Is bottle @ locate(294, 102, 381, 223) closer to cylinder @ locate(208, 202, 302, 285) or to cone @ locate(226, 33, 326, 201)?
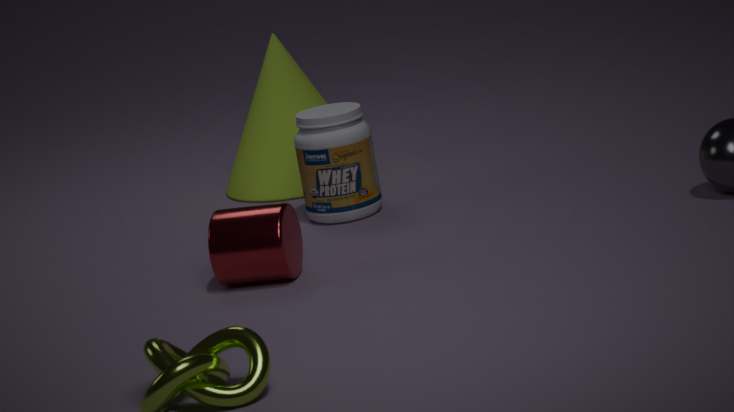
cone @ locate(226, 33, 326, 201)
